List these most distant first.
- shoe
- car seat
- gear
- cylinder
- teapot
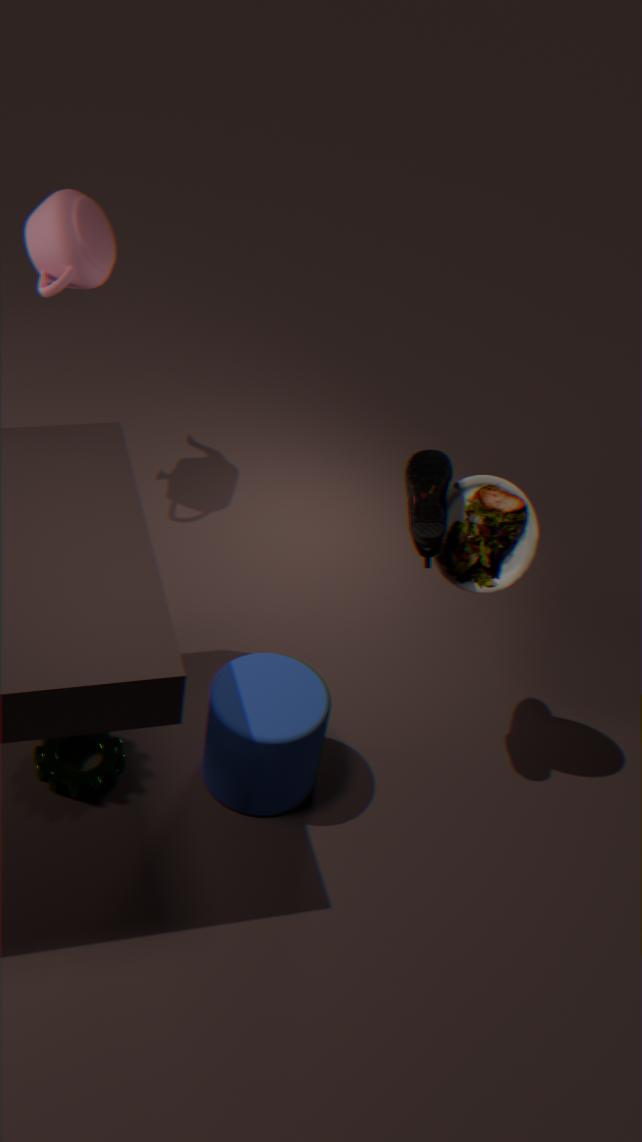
teapot < gear < cylinder < car seat < shoe
